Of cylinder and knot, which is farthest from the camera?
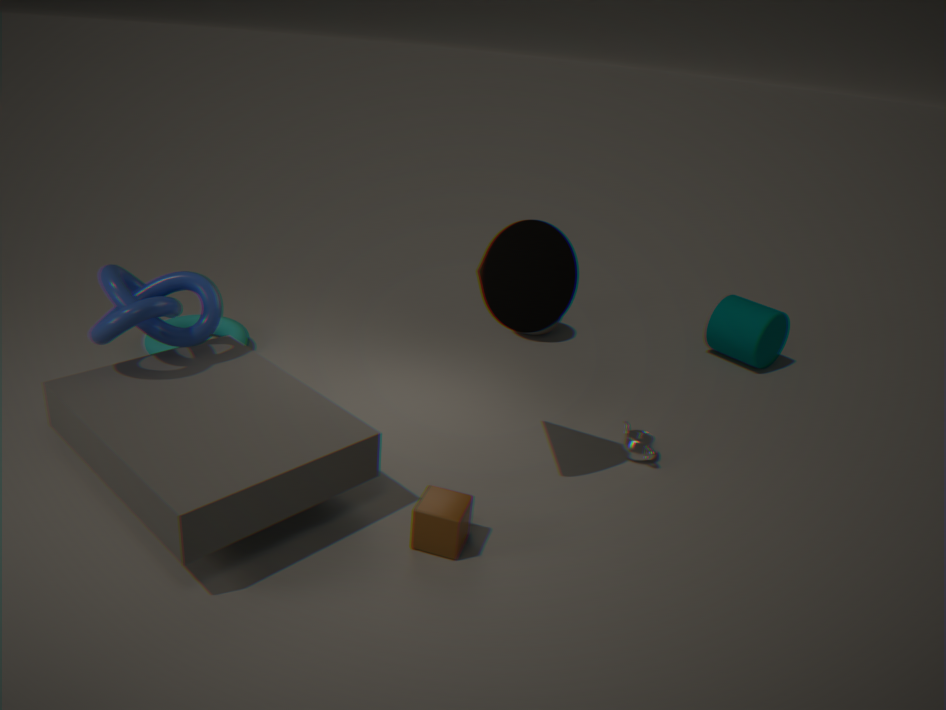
cylinder
